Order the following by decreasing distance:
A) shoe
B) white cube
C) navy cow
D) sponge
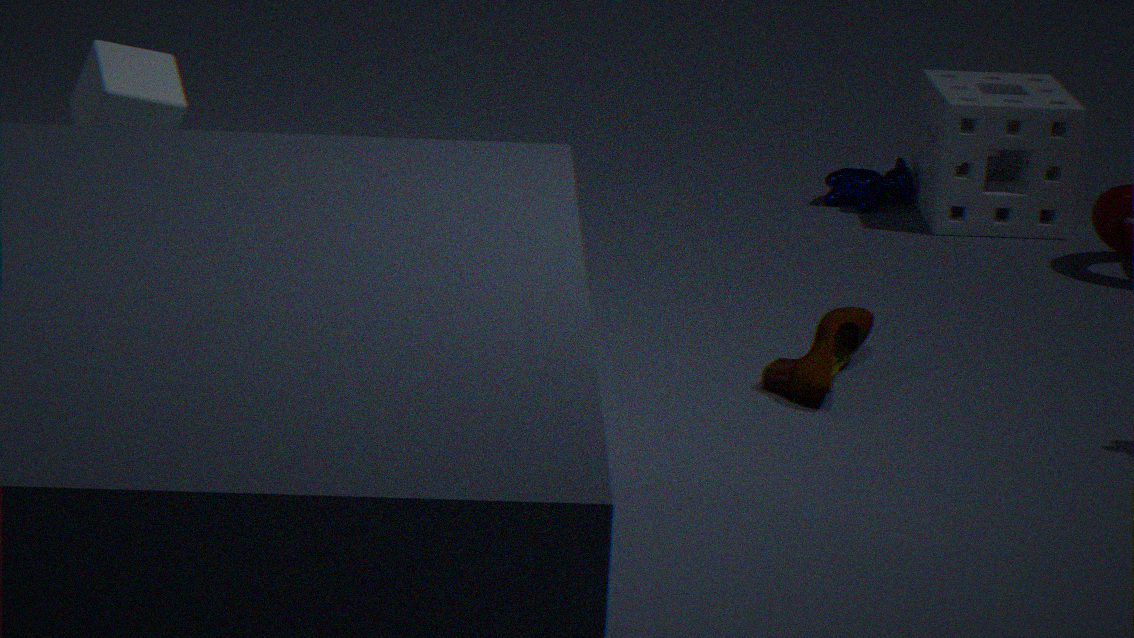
navy cow, sponge, shoe, white cube
